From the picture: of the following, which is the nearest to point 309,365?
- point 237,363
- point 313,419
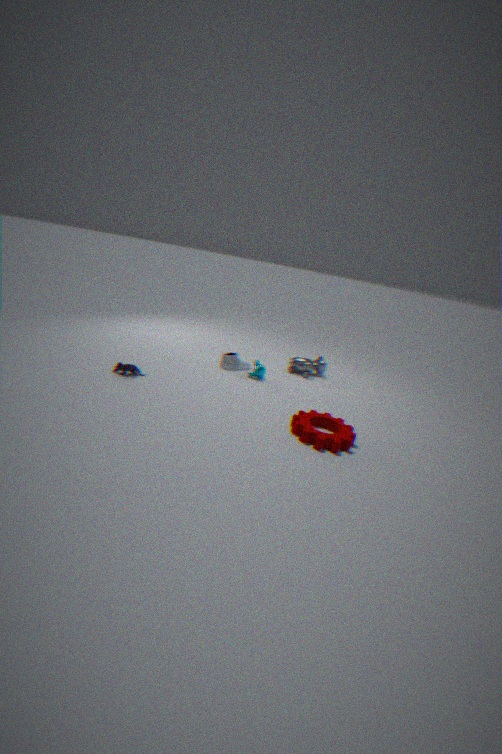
point 237,363
